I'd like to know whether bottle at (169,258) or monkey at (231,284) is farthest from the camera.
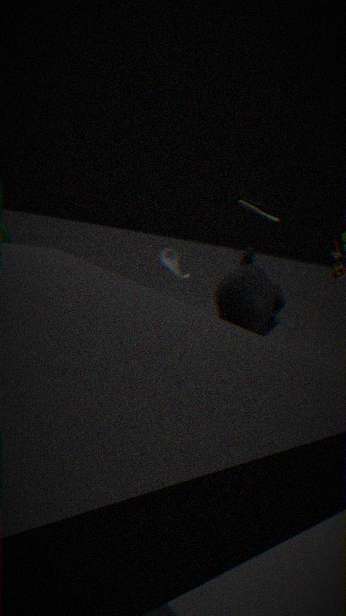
bottle at (169,258)
